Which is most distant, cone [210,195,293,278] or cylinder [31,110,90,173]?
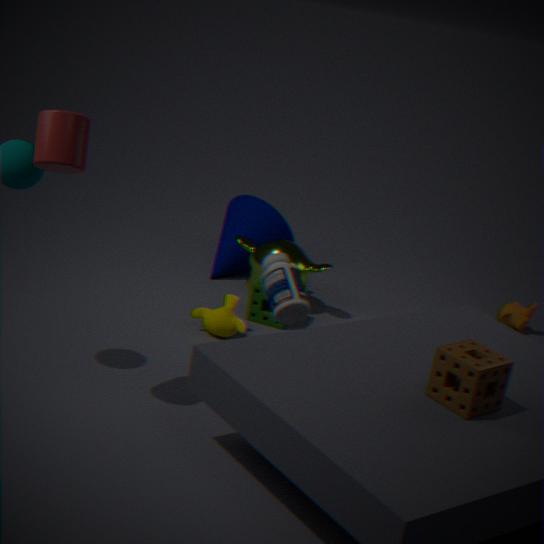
cone [210,195,293,278]
